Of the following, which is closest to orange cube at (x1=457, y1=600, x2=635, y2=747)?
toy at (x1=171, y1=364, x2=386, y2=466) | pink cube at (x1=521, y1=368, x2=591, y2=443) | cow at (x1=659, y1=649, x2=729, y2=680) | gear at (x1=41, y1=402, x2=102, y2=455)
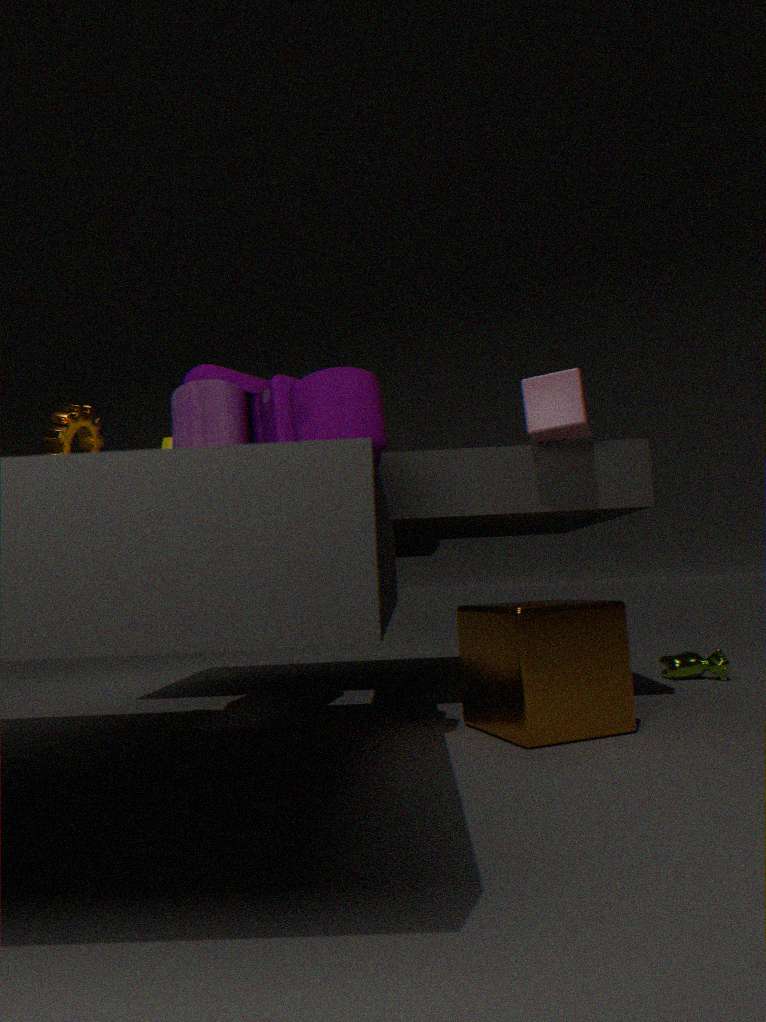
toy at (x1=171, y1=364, x2=386, y2=466)
